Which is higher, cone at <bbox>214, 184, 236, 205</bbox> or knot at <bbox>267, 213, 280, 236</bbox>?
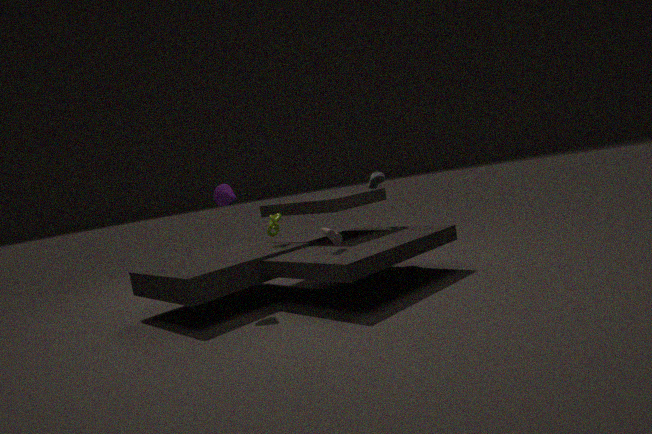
cone at <bbox>214, 184, 236, 205</bbox>
